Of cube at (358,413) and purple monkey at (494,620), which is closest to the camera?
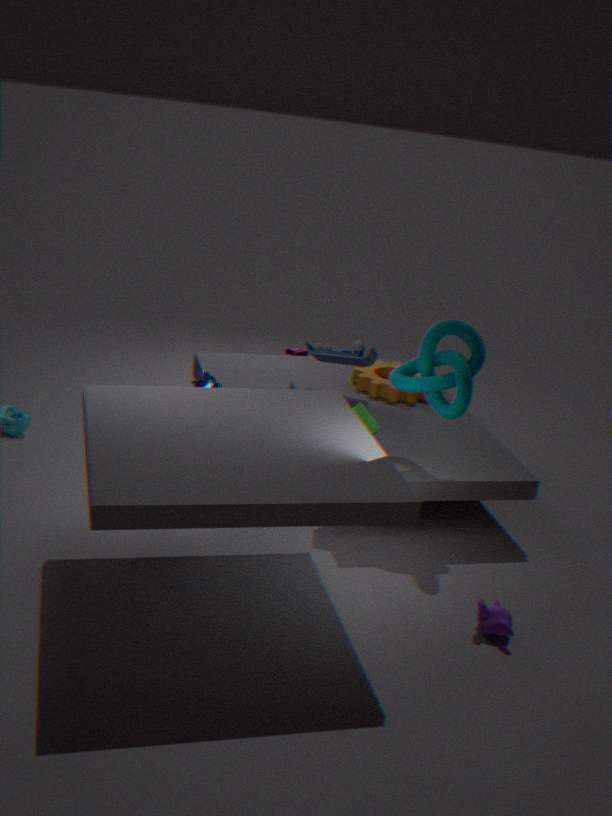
purple monkey at (494,620)
